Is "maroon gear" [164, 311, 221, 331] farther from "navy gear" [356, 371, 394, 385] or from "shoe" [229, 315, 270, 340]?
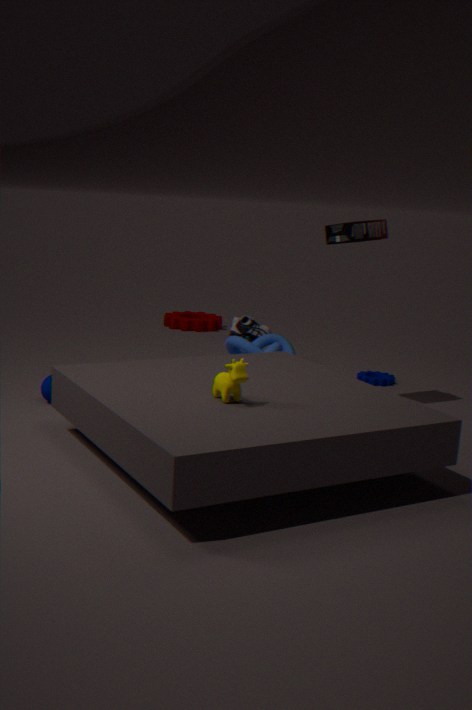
"navy gear" [356, 371, 394, 385]
